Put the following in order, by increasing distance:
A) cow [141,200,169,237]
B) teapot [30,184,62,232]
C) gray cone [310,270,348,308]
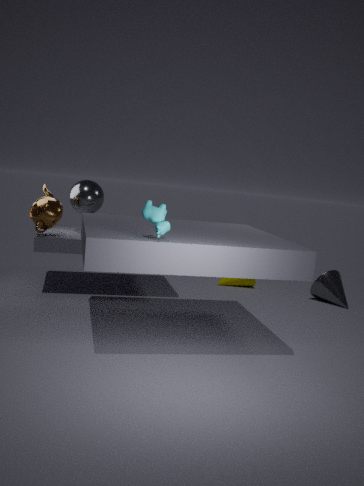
cow [141,200,169,237] < teapot [30,184,62,232] < gray cone [310,270,348,308]
